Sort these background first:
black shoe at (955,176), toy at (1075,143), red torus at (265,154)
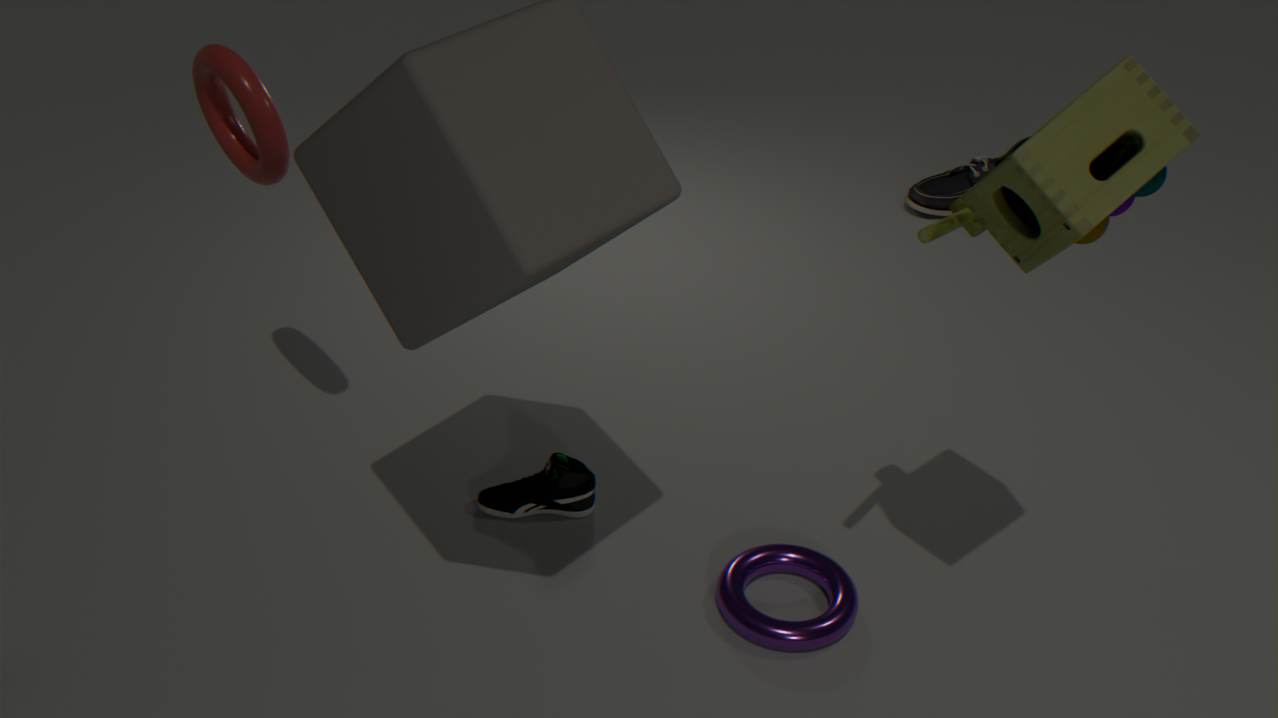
black shoe at (955,176) → red torus at (265,154) → toy at (1075,143)
